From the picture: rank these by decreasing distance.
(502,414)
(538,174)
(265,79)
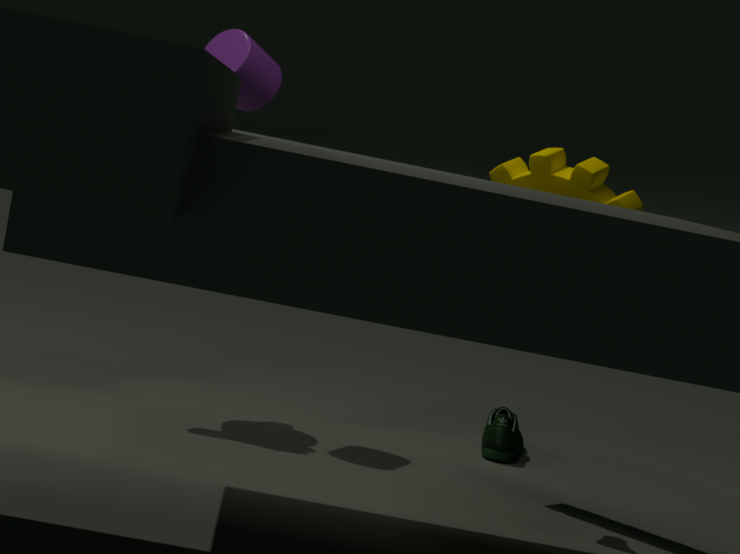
(502,414) → (265,79) → (538,174)
